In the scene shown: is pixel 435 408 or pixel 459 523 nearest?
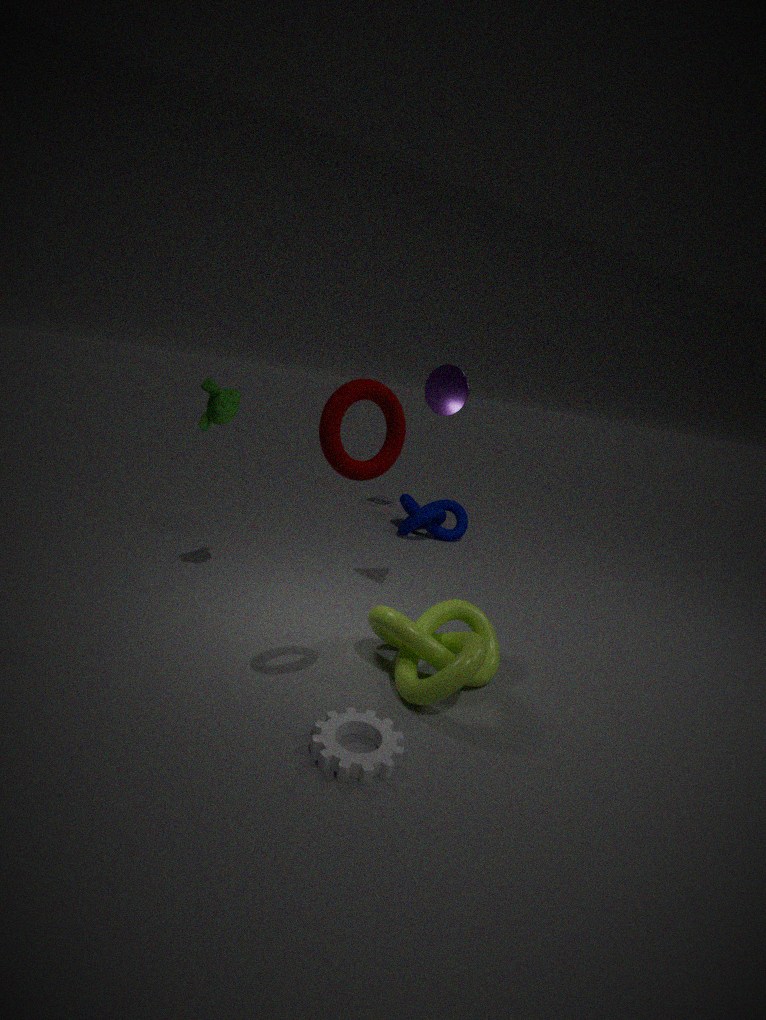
pixel 435 408
